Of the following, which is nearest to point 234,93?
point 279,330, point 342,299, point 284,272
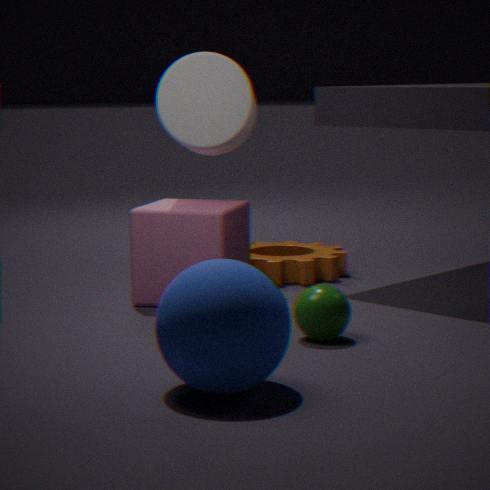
point 284,272
